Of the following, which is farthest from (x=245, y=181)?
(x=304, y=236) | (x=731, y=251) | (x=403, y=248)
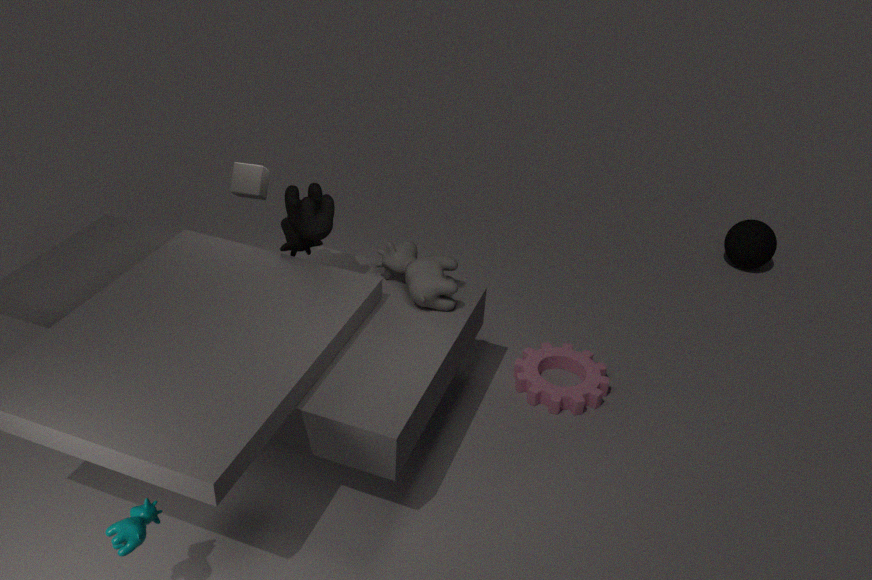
(x=731, y=251)
